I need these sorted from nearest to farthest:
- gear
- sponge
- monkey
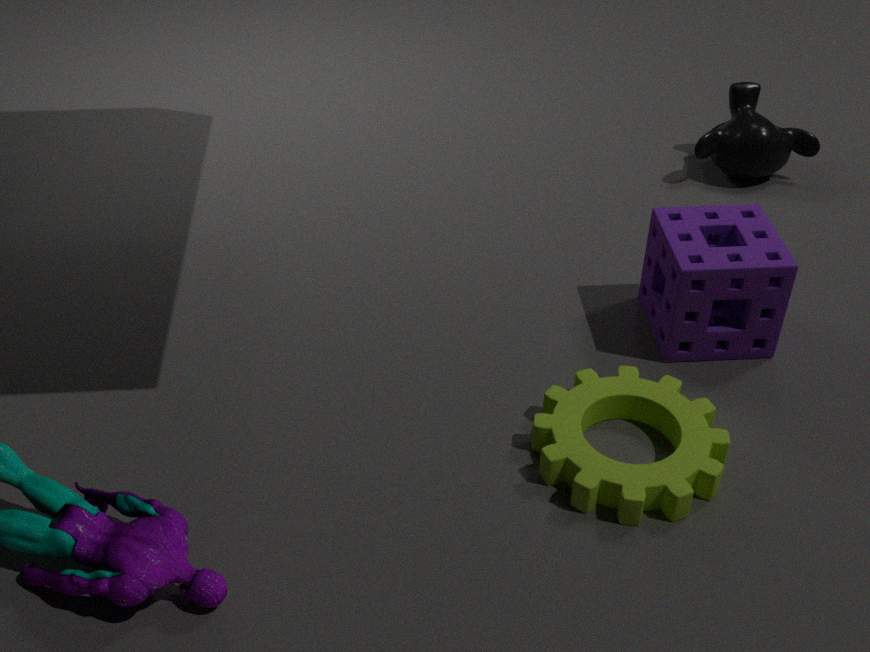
1. gear
2. sponge
3. monkey
